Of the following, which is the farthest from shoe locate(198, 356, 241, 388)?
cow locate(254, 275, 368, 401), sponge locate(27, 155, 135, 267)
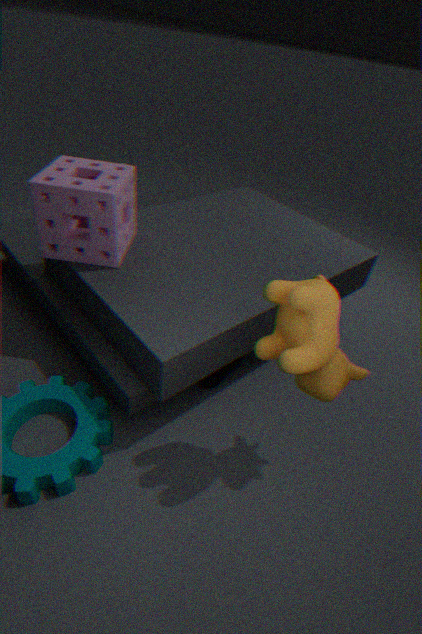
sponge locate(27, 155, 135, 267)
